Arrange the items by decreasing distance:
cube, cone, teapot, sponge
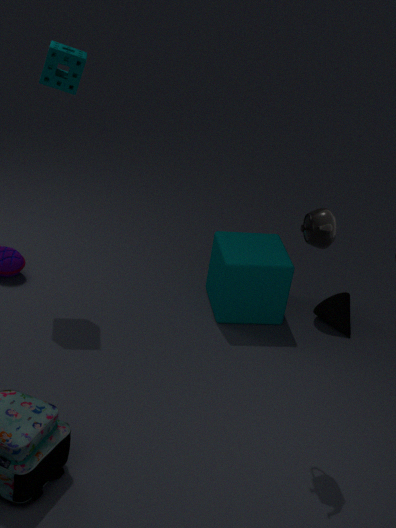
cone → cube → sponge → teapot
